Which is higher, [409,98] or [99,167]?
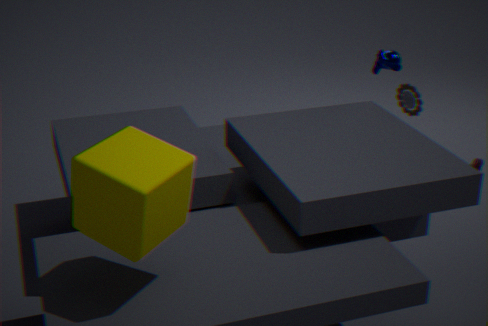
[99,167]
